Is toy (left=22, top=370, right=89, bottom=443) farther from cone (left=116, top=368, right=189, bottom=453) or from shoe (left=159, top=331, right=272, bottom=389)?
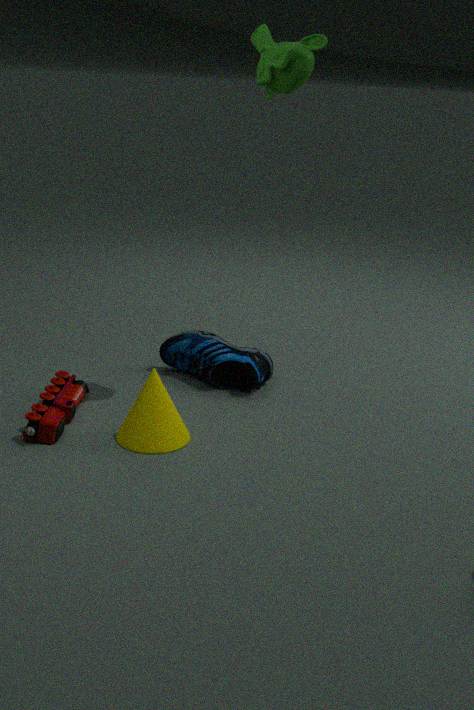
shoe (left=159, top=331, right=272, bottom=389)
